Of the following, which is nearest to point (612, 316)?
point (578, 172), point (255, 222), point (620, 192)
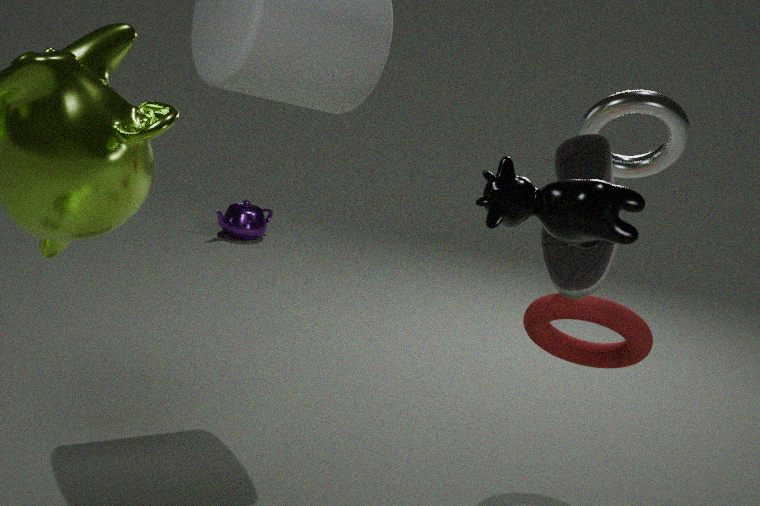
point (578, 172)
